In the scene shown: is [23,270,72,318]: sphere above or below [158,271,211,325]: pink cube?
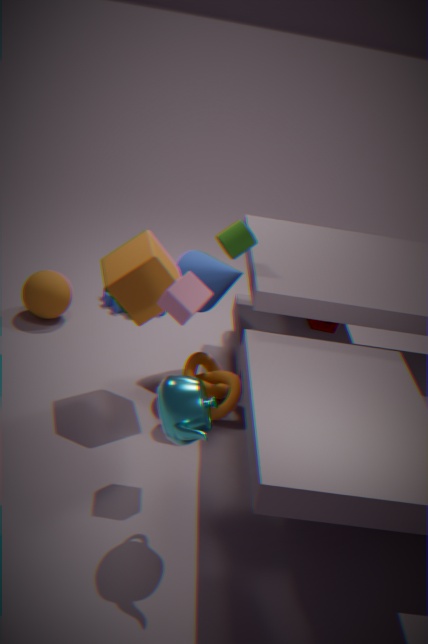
below
